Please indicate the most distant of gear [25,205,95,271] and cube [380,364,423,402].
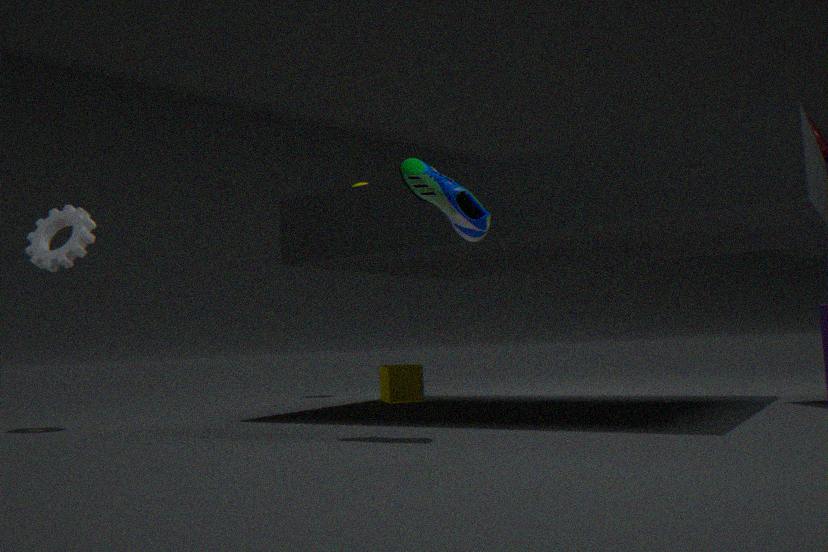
cube [380,364,423,402]
